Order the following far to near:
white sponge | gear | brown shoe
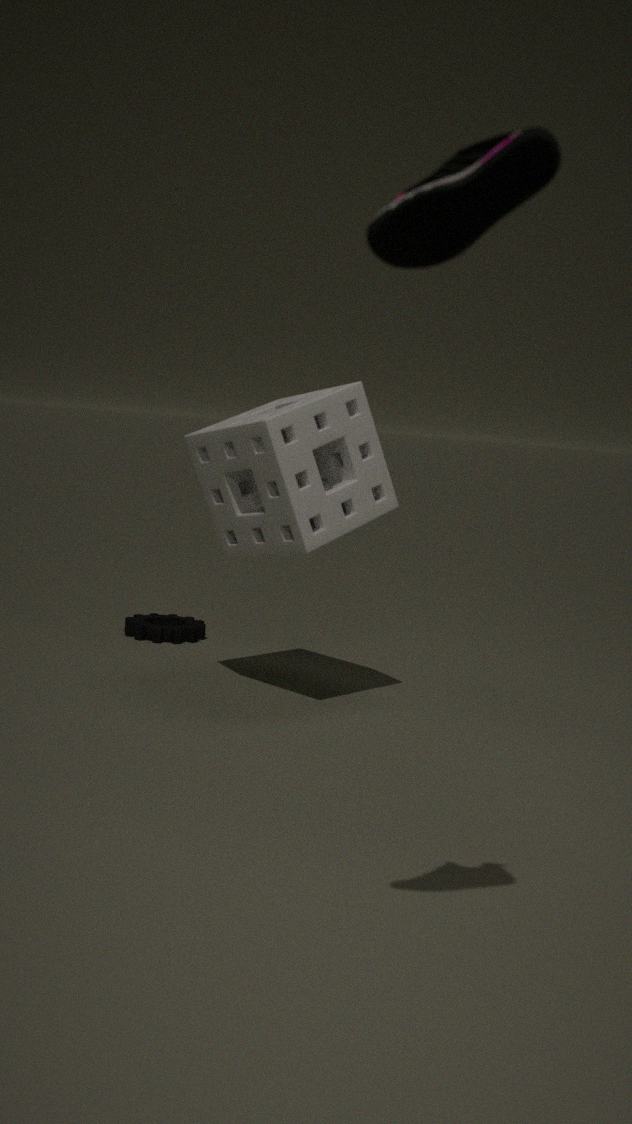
gear → white sponge → brown shoe
